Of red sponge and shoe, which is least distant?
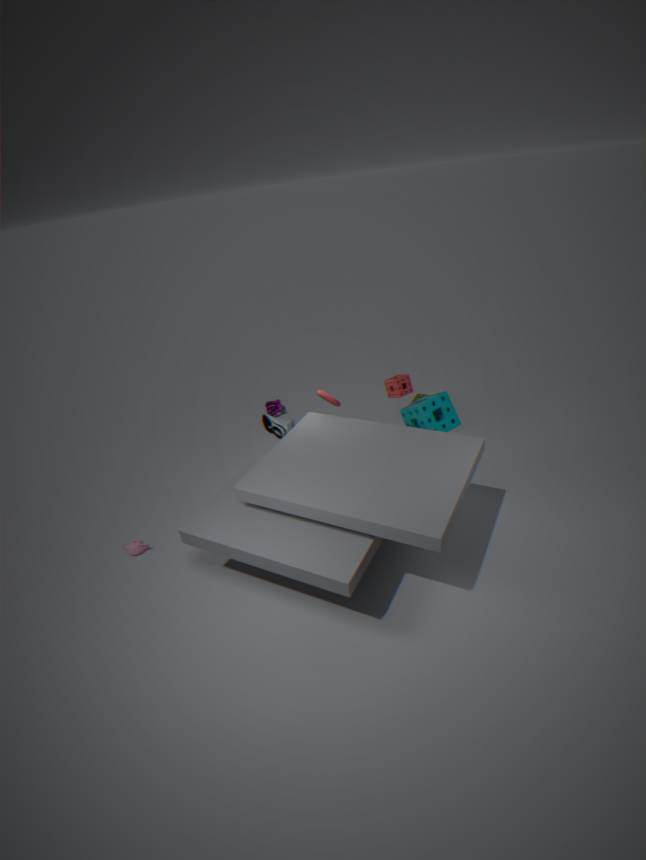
red sponge
